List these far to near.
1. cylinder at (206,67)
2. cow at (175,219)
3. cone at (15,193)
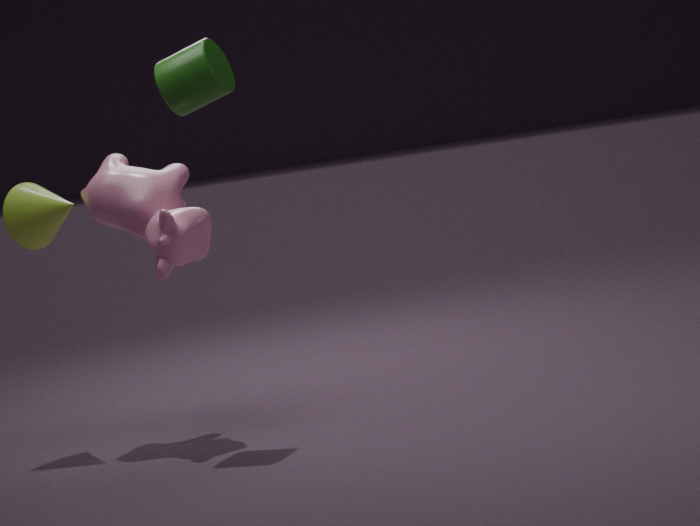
cone at (15,193) → cow at (175,219) → cylinder at (206,67)
